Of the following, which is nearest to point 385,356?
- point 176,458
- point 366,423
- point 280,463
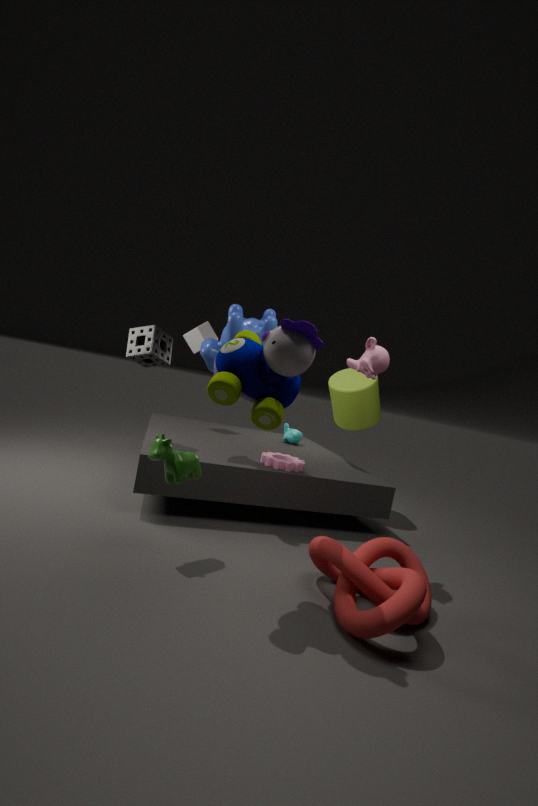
point 280,463
